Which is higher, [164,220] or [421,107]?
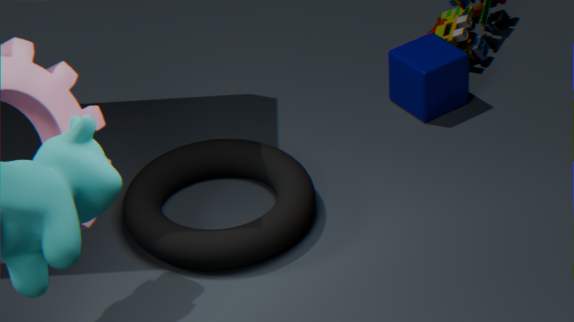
[421,107]
